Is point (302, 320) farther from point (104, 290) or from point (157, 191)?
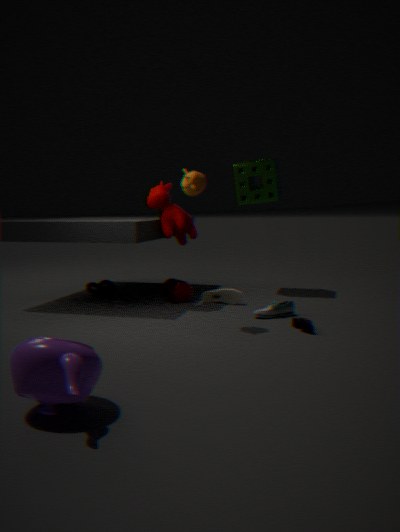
point (104, 290)
